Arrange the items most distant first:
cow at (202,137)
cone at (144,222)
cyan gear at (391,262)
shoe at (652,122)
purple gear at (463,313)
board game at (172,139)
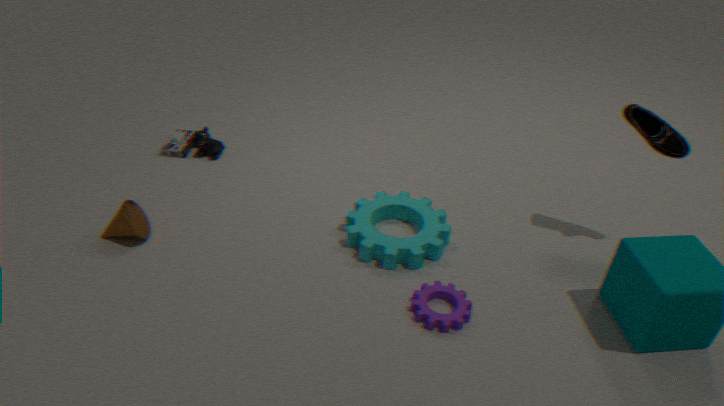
board game at (172,139) → cow at (202,137) → cyan gear at (391,262) → cone at (144,222) → shoe at (652,122) → purple gear at (463,313)
